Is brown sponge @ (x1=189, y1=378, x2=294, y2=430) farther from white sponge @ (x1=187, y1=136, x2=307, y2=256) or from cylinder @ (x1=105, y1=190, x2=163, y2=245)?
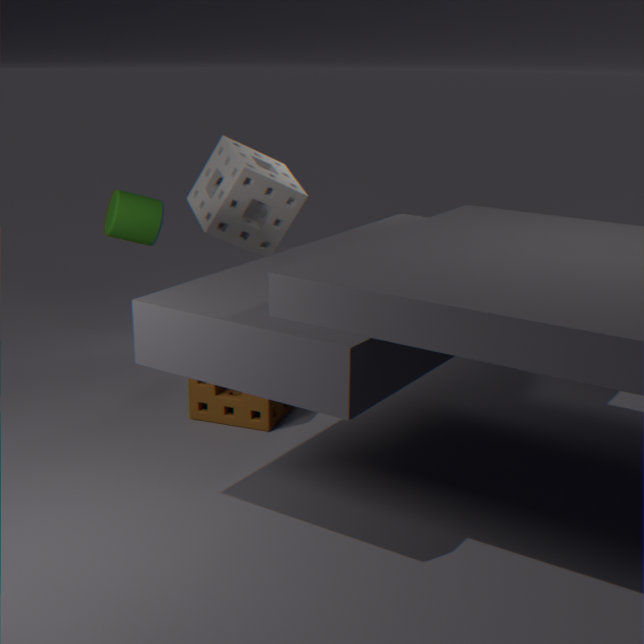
cylinder @ (x1=105, y1=190, x2=163, y2=245)
